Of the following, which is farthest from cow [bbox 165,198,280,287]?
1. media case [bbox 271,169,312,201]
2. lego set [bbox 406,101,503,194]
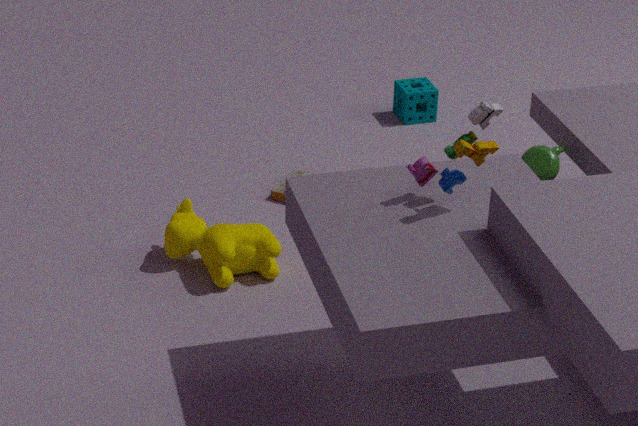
lego set [bbox 406,101,503,194]
